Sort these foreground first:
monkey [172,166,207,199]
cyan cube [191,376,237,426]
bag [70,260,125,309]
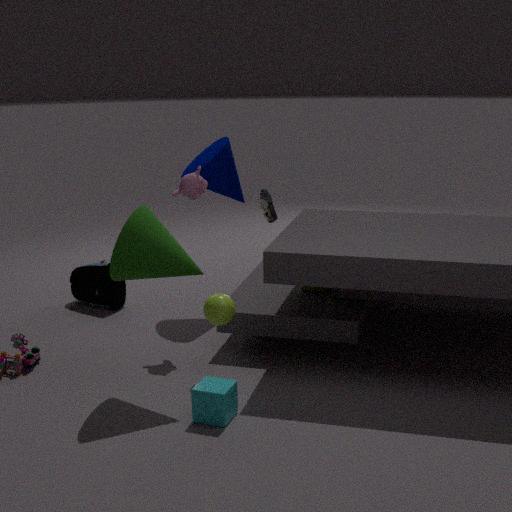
1. cyan cube [191,376,237,426]
2. monkey [172,166,207,199]
3. bag [70,260,125,309]
